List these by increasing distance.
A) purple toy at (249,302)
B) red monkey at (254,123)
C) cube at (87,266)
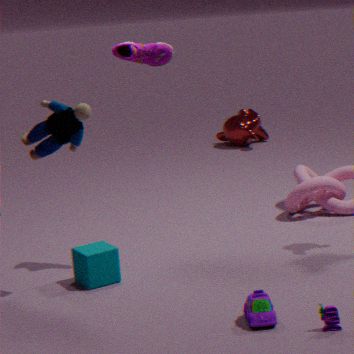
1. purple toy at (249,302)
2. cube at (87,266)
3. red monkey at (254,123)
